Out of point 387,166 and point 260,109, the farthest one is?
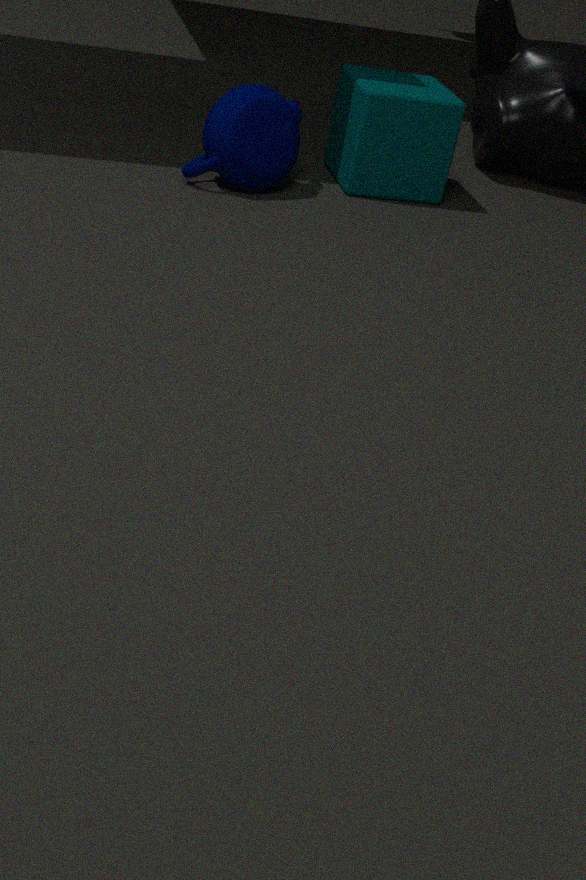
point 387,166
